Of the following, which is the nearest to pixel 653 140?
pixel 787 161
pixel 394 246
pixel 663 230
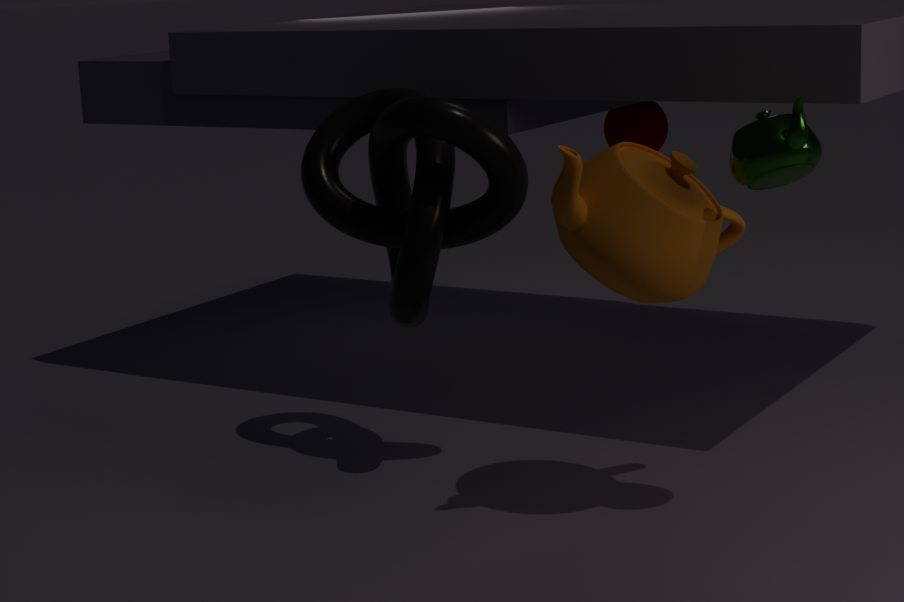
pixel 394 246
